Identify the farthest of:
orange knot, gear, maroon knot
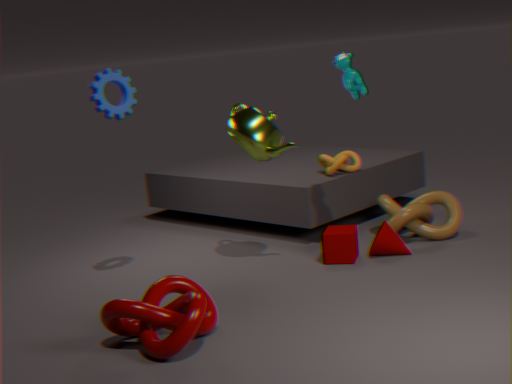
orange knot
